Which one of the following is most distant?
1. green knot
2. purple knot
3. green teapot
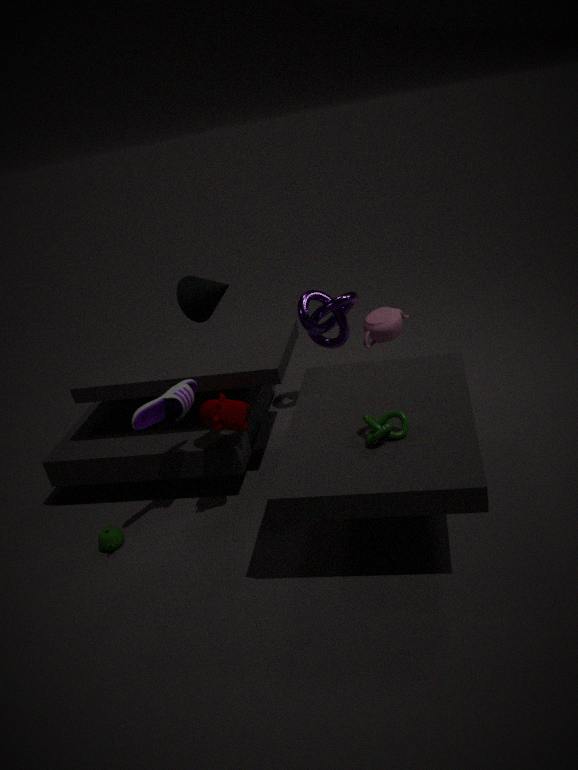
purple knot
